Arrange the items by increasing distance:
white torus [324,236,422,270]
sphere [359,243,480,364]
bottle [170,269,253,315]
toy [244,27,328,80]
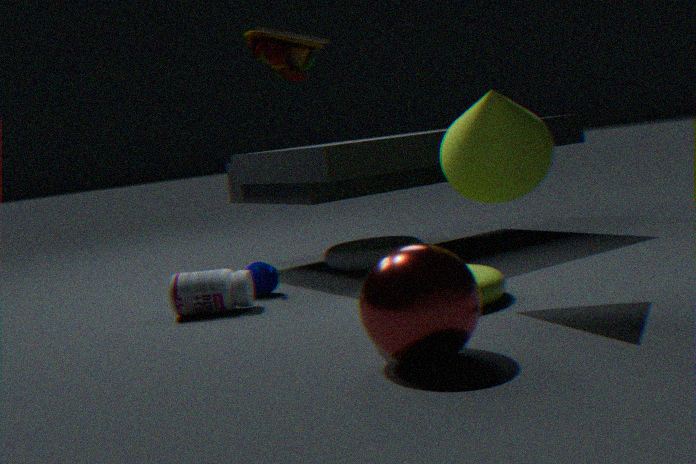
sphere [359,243,480,364], toy [244,27,328,80], bottle [170,269,253,315], white torus [324,236,422,270]
